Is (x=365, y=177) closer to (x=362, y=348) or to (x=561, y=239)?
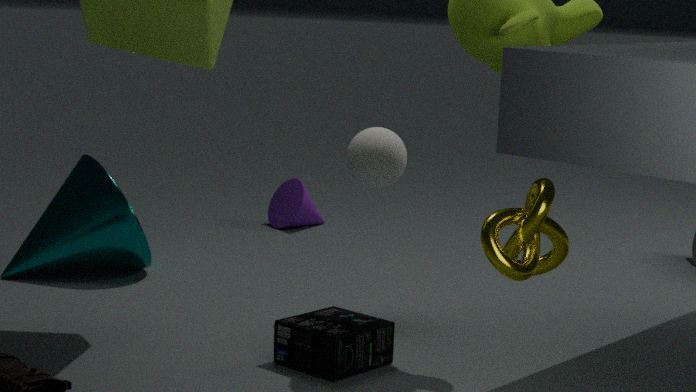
(x=362, y=348)
